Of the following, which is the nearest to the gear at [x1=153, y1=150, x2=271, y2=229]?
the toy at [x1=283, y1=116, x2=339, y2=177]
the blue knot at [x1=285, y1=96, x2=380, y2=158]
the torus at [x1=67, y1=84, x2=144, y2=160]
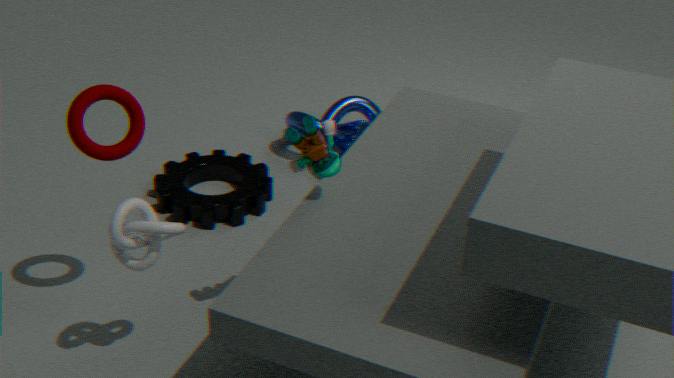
the blue knot at [x1=285, y1=96, x2=380, y2=158]
